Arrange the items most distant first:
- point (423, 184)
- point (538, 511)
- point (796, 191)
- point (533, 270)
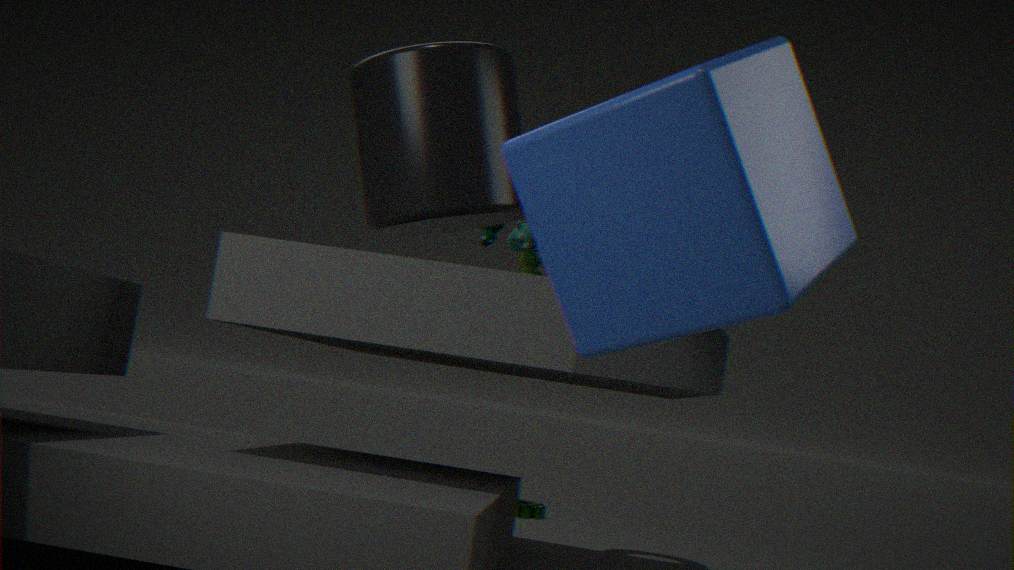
point (538, 511) → point (533, 270) → point (423, 184) → point (796, 191)
